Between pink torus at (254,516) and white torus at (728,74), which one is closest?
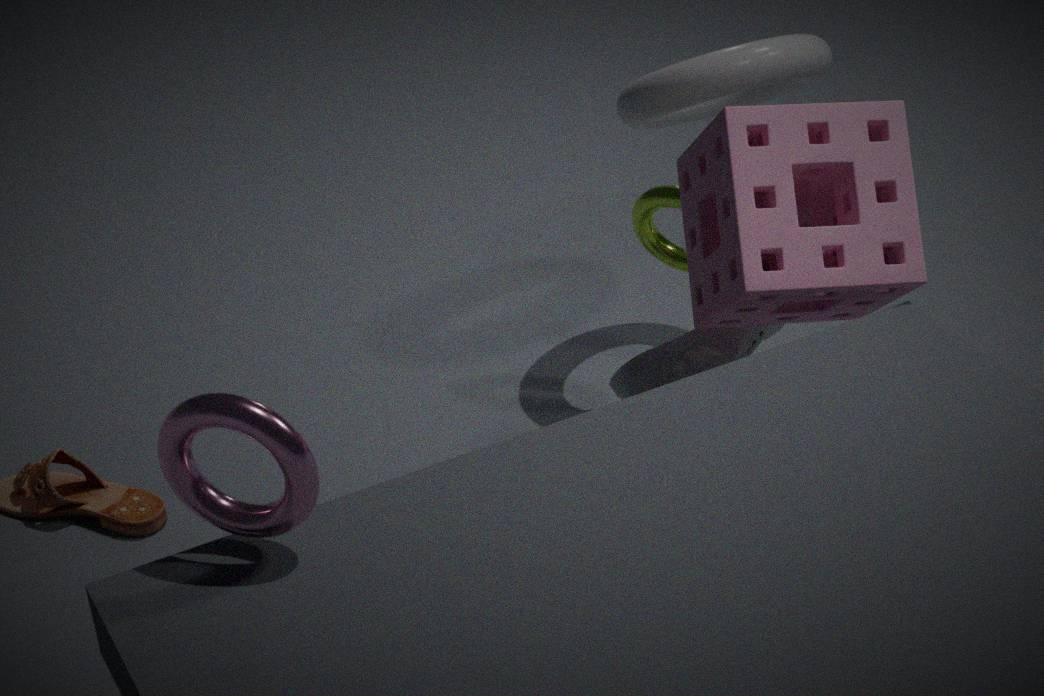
pink torus at (254,516)
